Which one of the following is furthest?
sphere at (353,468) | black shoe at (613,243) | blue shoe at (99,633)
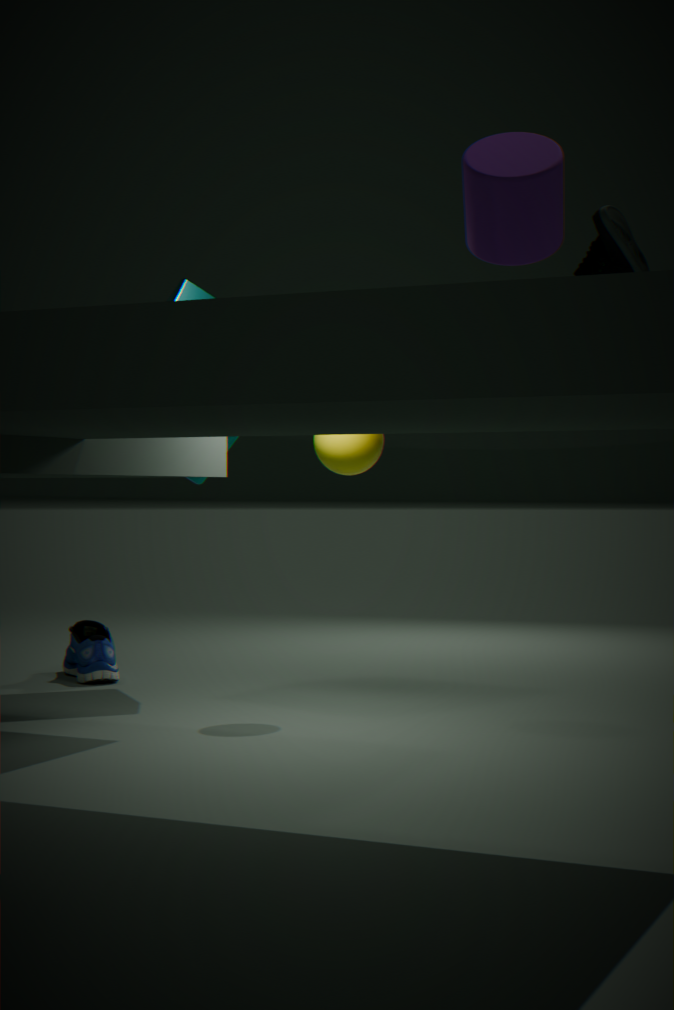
blue shoe at (99,633)
